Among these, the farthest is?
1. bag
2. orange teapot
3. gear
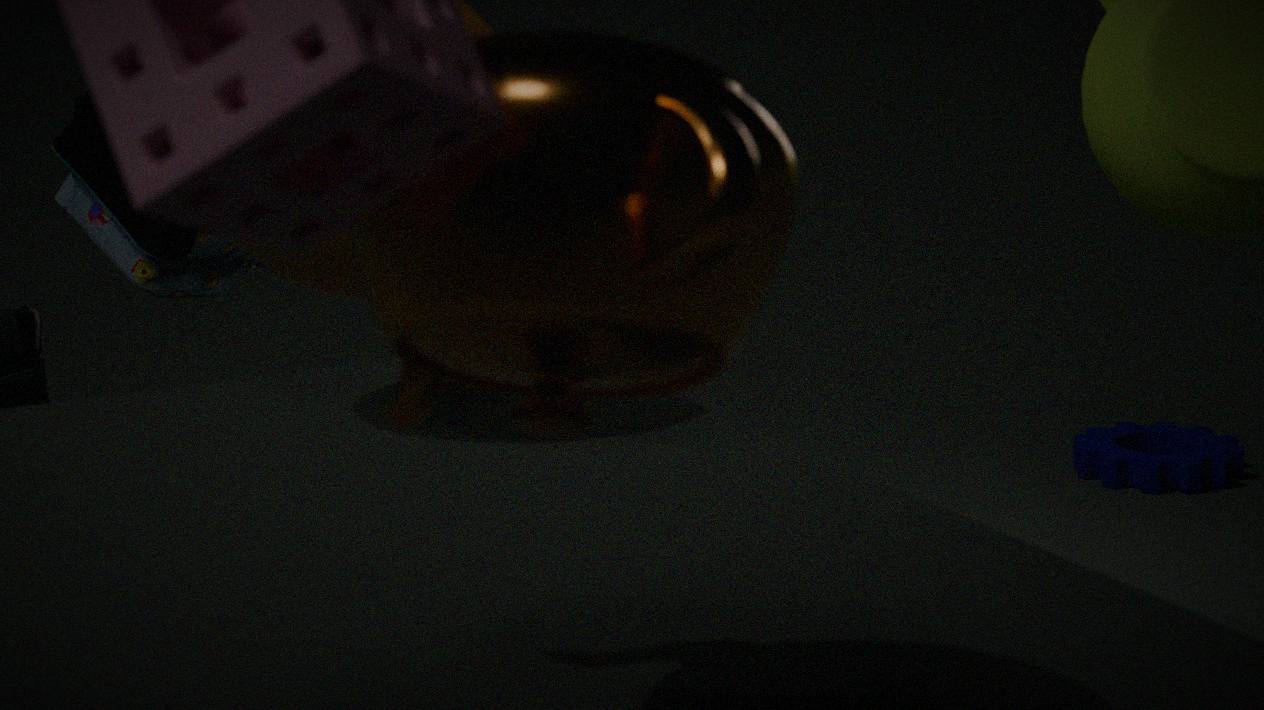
gear
